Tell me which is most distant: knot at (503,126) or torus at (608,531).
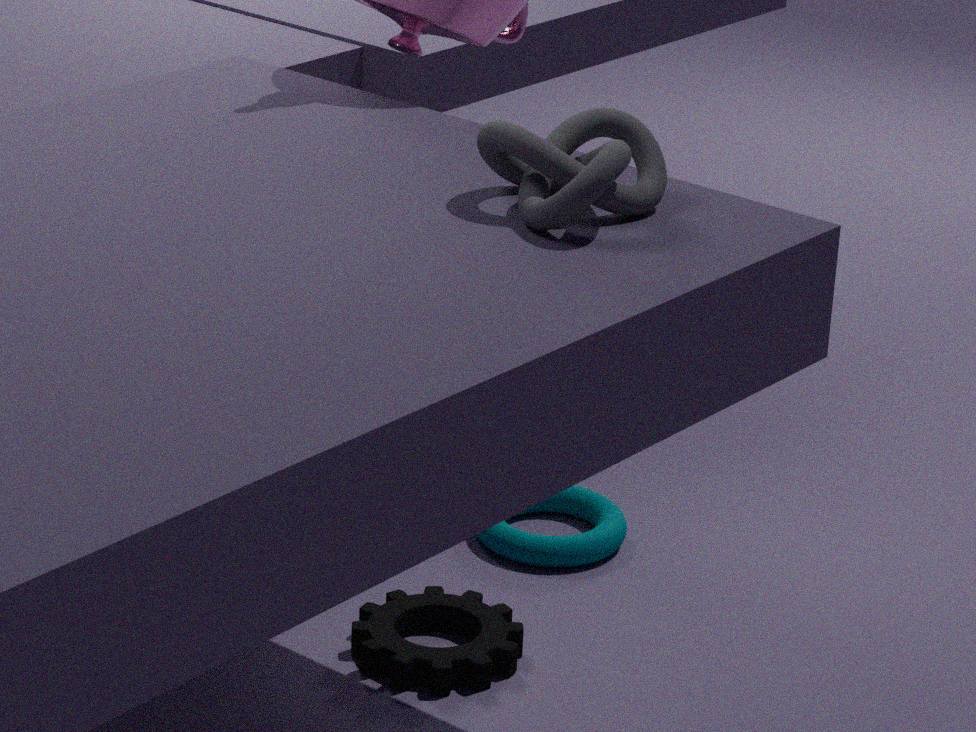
torus at (608,531)
